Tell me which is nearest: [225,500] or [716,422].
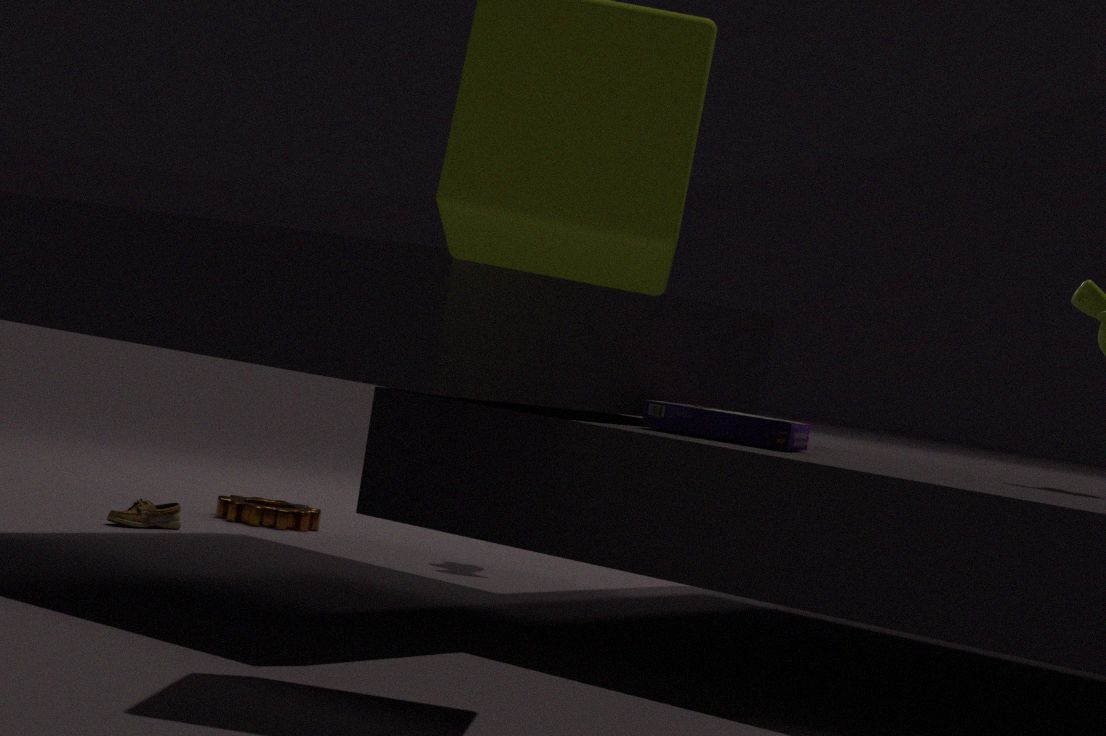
[716,422]
